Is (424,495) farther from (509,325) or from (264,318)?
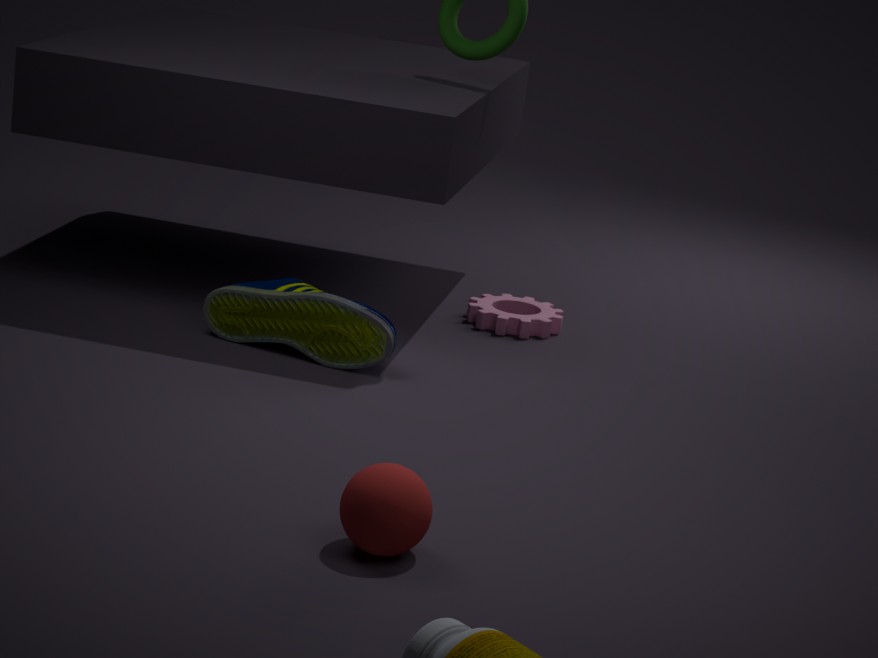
(509,325)
